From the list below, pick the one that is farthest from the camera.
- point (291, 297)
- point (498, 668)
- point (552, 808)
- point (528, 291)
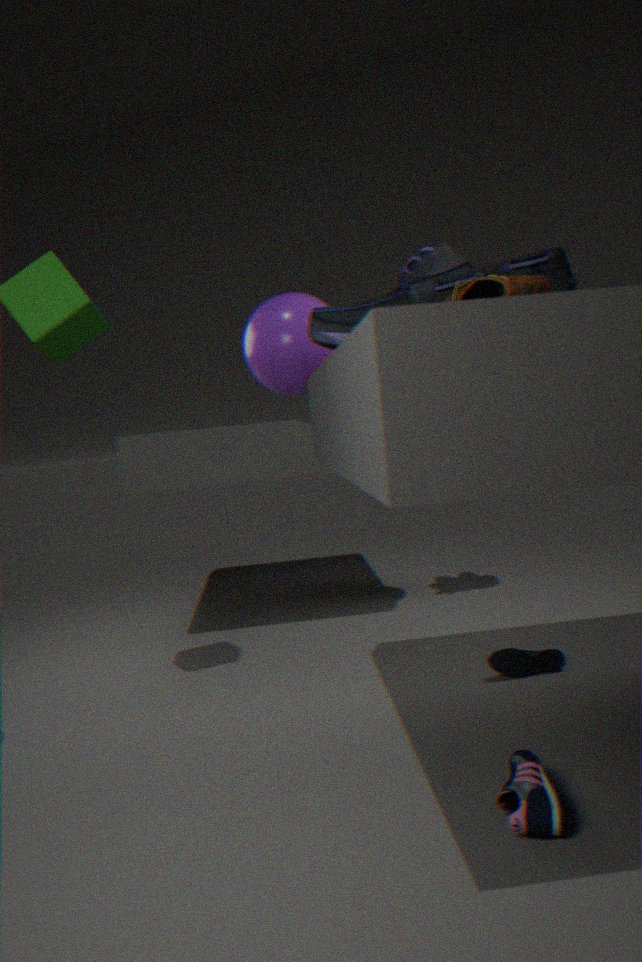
point (291, 297)
